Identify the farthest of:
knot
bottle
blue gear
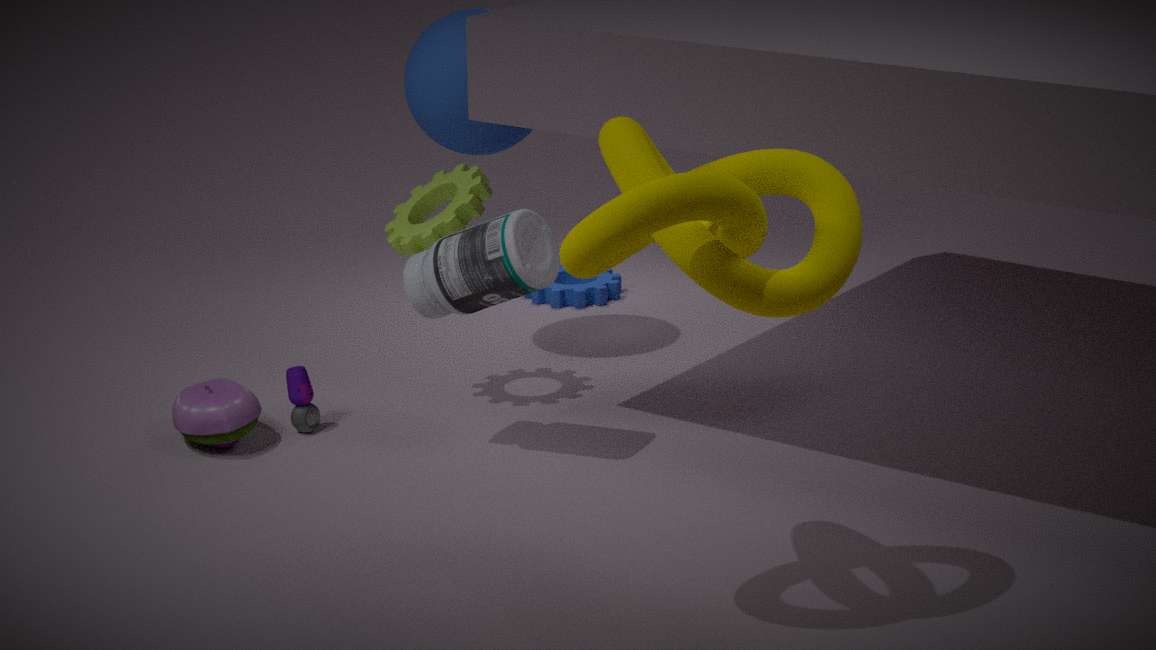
blue gear
